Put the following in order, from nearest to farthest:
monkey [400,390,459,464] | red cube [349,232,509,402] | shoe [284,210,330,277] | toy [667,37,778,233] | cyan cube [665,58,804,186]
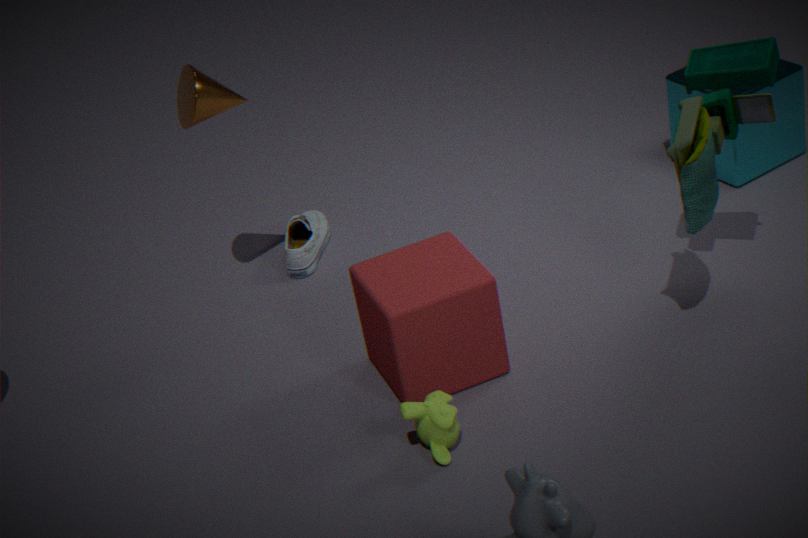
monkey [400,390,459,464] → toy [667,37,778,233] → red cube [349,232,509,402] → cyan cube [665,58,804,186] → shoe [284,210,330,277]
